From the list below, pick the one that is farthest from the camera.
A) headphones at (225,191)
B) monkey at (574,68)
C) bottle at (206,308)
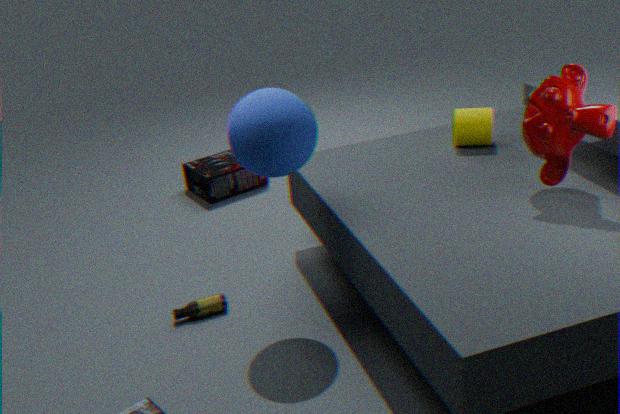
headphones at (225,191)
